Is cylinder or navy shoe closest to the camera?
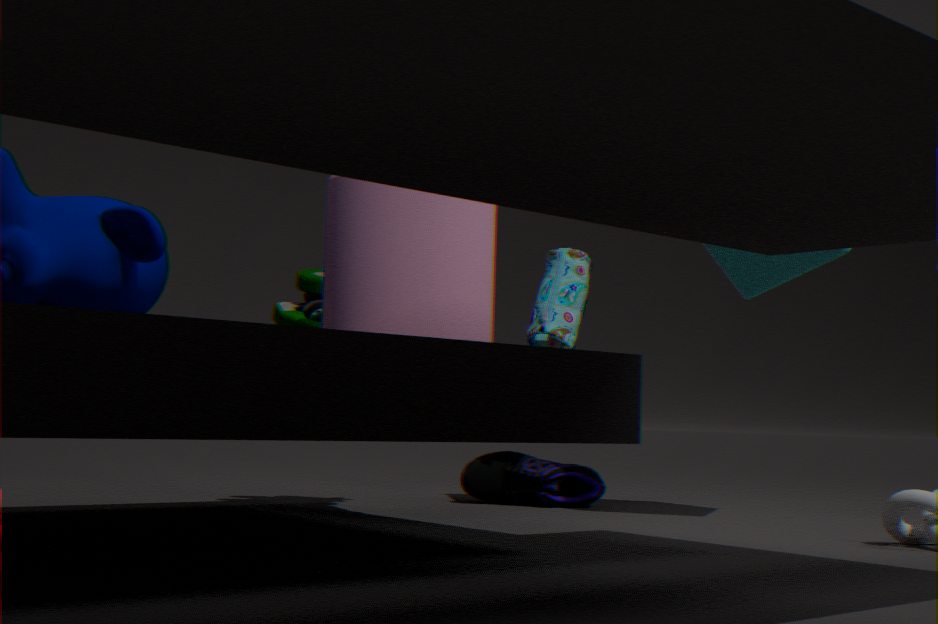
cylinder
